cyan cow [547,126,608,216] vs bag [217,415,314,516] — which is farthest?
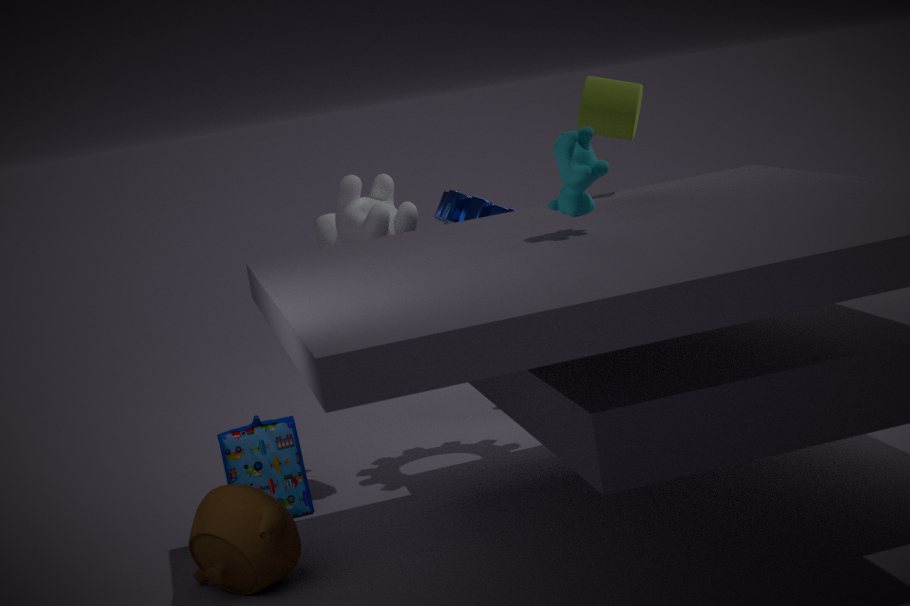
bag [217,415,314,516]
